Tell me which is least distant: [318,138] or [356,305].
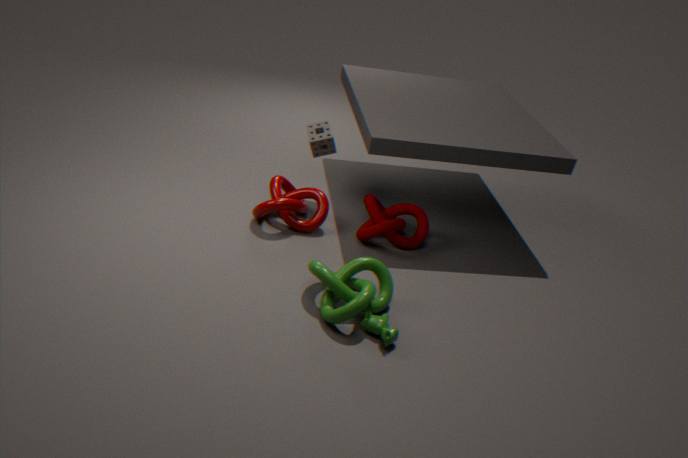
[356,305]
